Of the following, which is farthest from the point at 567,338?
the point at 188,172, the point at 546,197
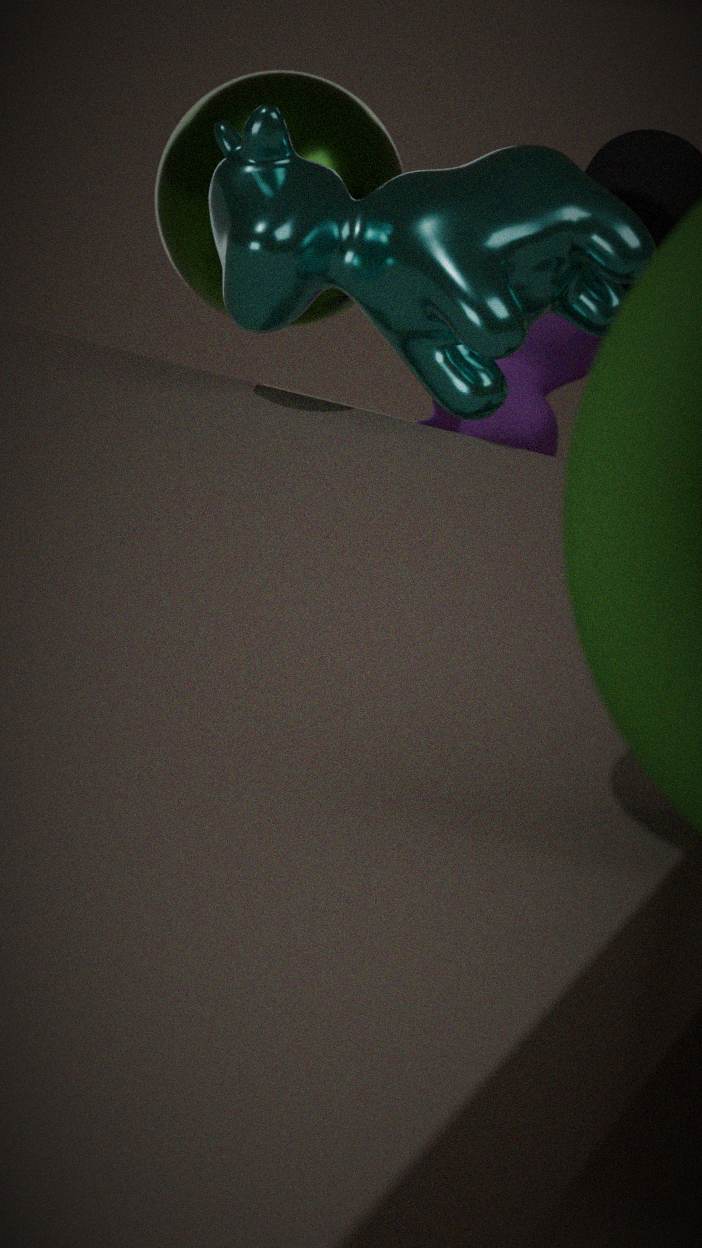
the point at 546,197
